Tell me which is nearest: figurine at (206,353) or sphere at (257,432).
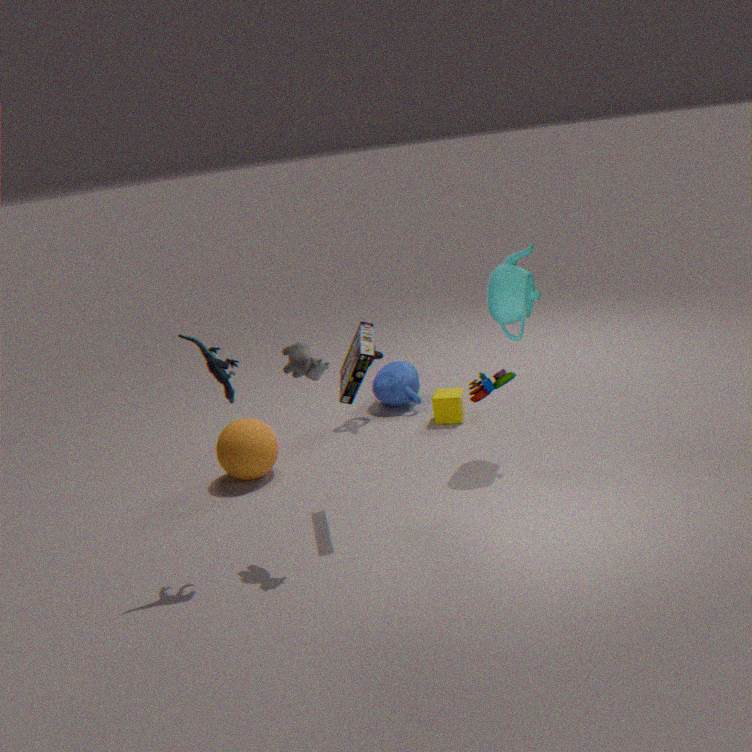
figurine at (206,353)
